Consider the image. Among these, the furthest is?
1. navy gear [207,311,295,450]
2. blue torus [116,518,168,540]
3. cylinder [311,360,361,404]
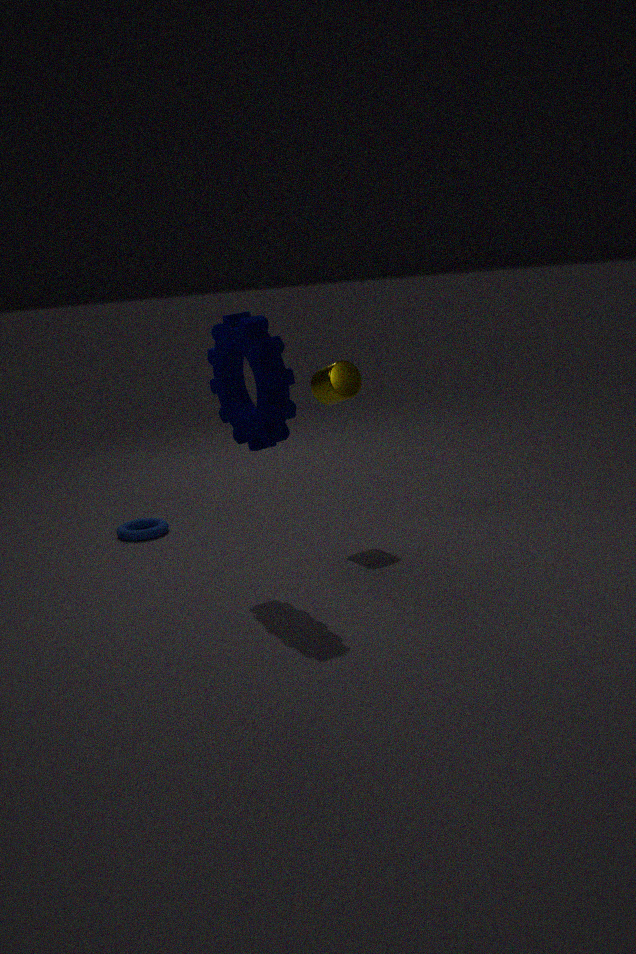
blue torus [116,518,168,540]
